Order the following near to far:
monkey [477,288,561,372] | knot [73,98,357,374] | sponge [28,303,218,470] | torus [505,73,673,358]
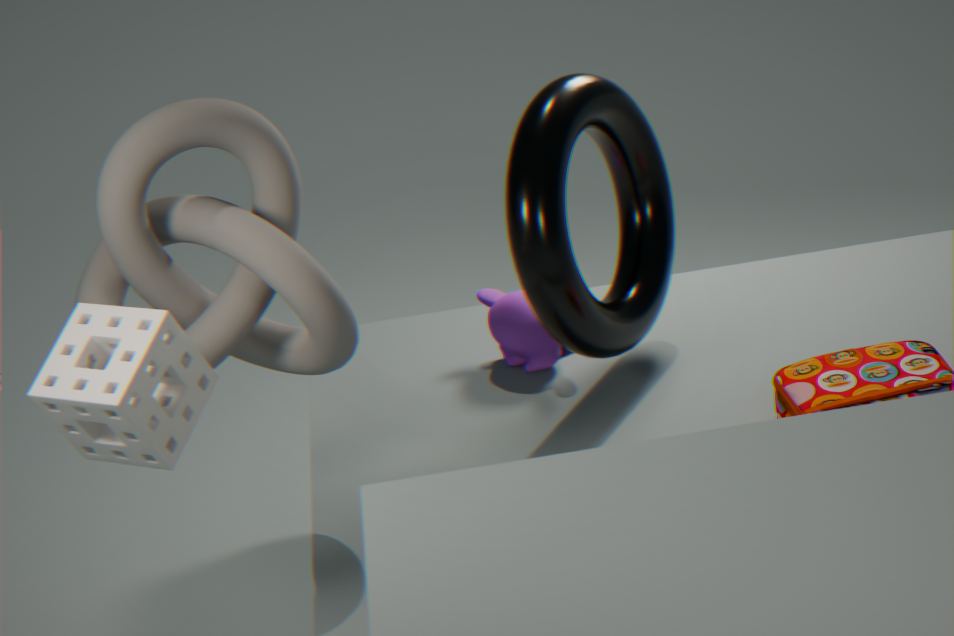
sponge [28,303,218,470], knot [73,98,357,374], torus [505,73,673,358], monkey [477,288,561,372]
